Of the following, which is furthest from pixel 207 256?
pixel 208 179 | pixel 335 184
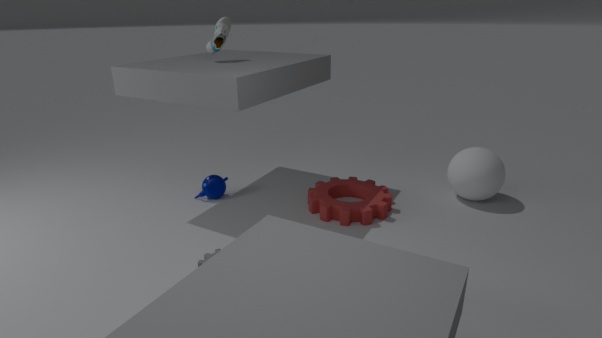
pixel 335 184
